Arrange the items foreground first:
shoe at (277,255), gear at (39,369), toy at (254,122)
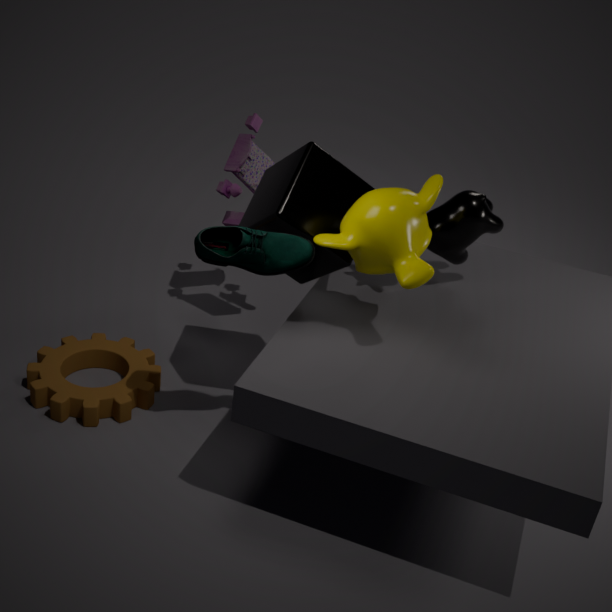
shoe at (277,255) < gear at (39,369) < toy at (254,122)
